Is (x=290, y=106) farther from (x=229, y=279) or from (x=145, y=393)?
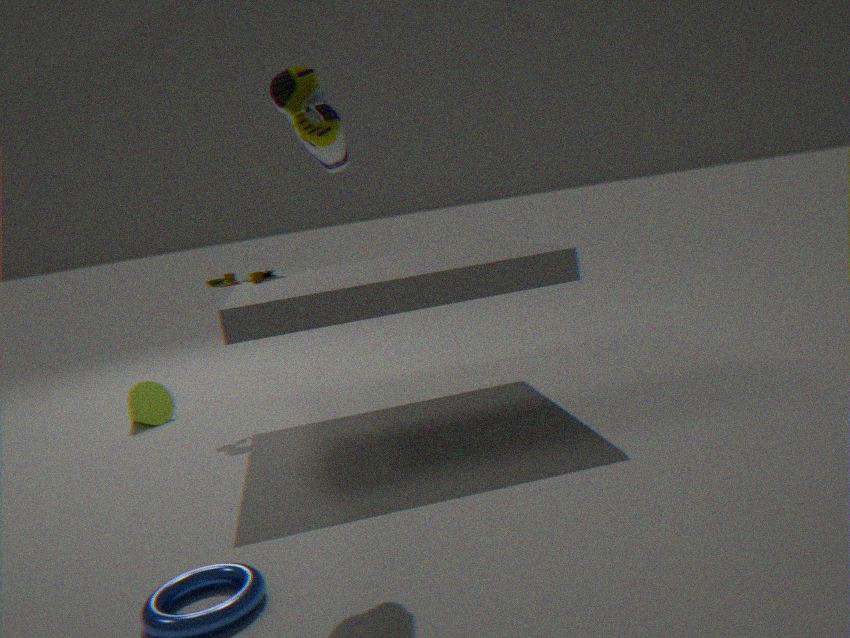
(x=145, y=393)
